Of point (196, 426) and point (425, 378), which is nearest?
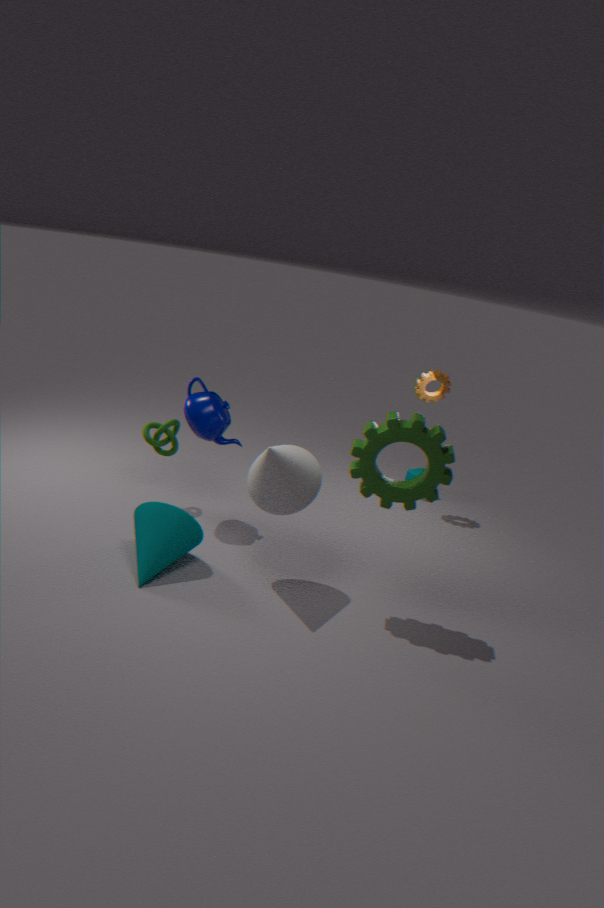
point (196, 426)
